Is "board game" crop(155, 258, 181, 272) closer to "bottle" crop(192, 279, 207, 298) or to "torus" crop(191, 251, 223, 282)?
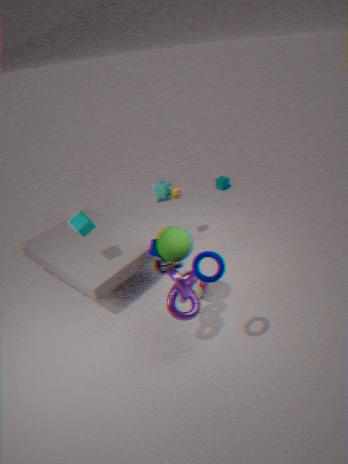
"bottle" crop(192, 279, 207, 298)
